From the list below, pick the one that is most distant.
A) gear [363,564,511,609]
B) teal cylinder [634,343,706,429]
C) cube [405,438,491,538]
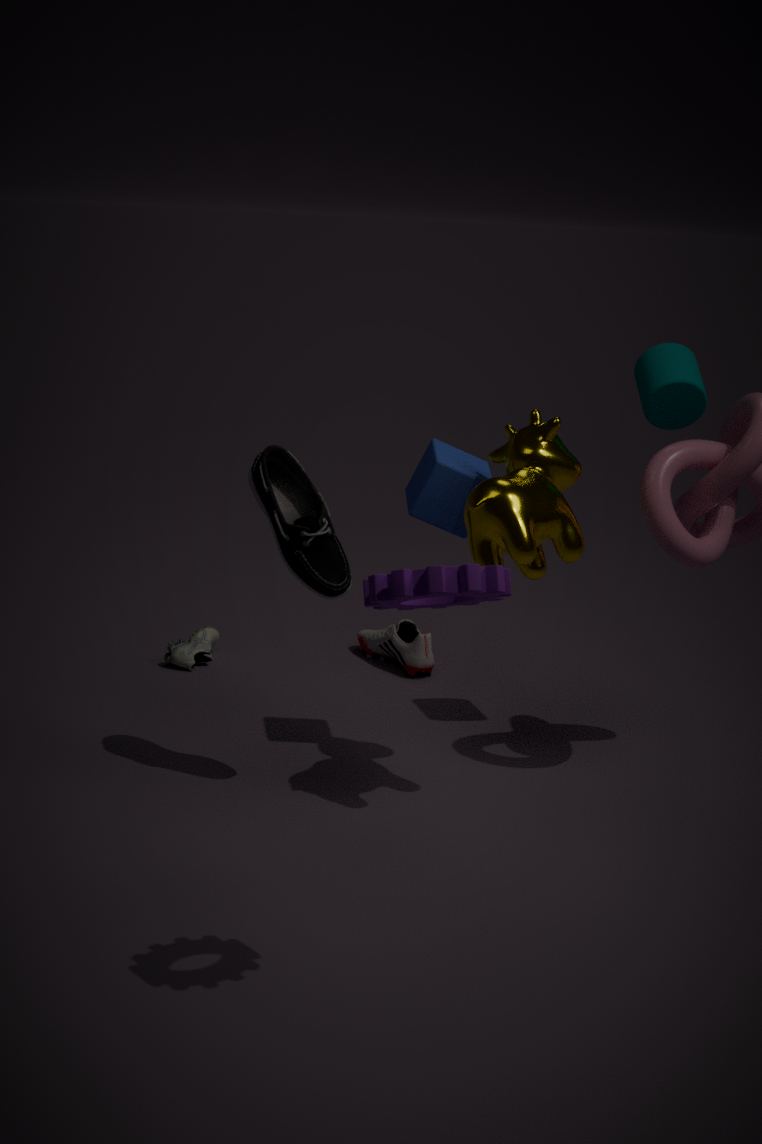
teal cylinder [634,343,706,429]
